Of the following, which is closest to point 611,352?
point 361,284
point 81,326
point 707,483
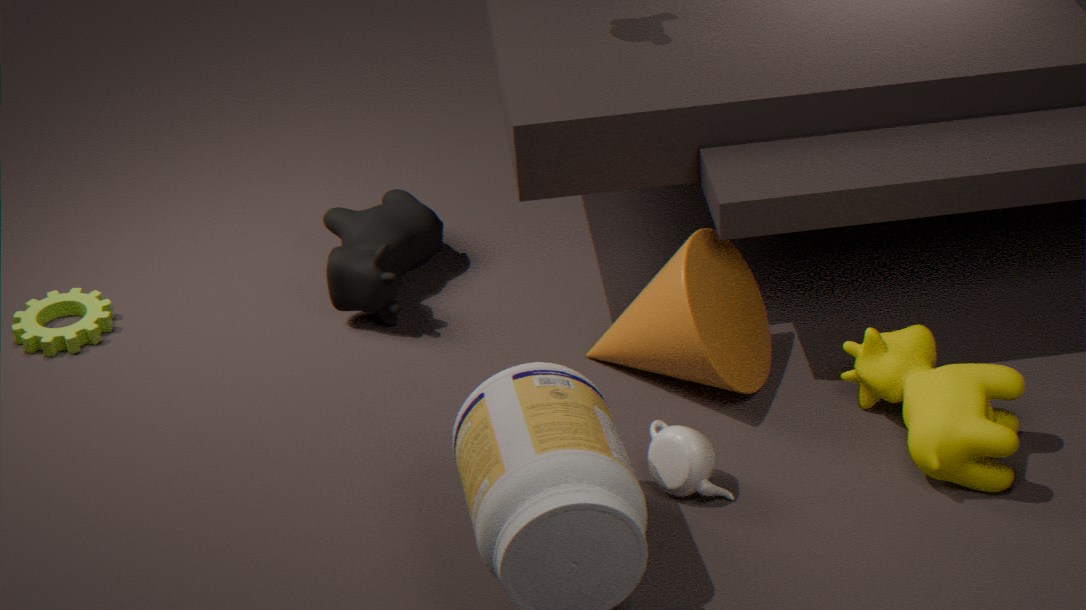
point 707,483
